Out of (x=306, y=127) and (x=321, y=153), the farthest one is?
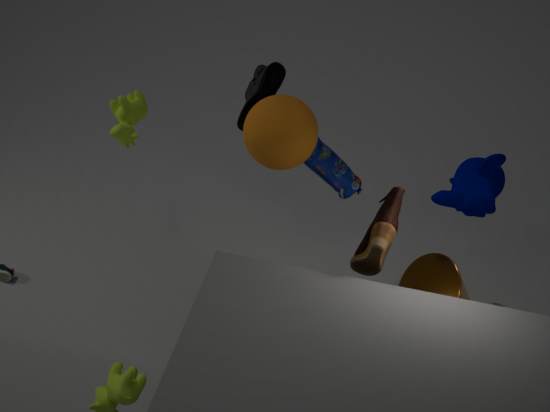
(x=321, y=153)
